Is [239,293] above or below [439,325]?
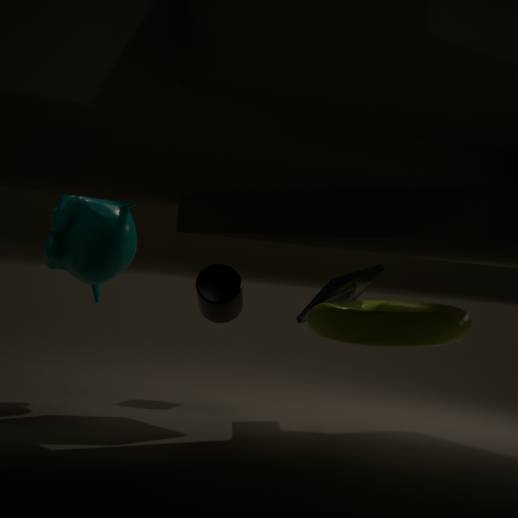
above
